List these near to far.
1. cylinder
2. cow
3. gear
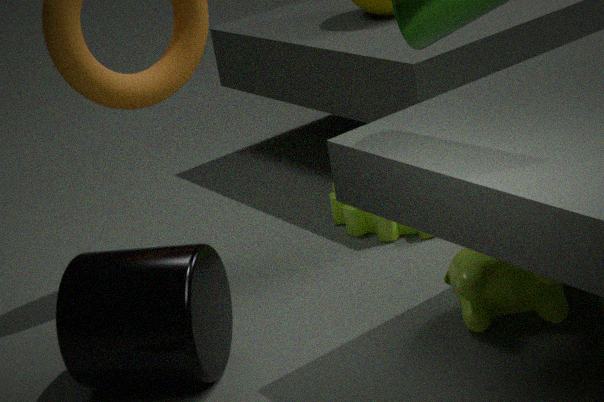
cylinder → cow → gear
